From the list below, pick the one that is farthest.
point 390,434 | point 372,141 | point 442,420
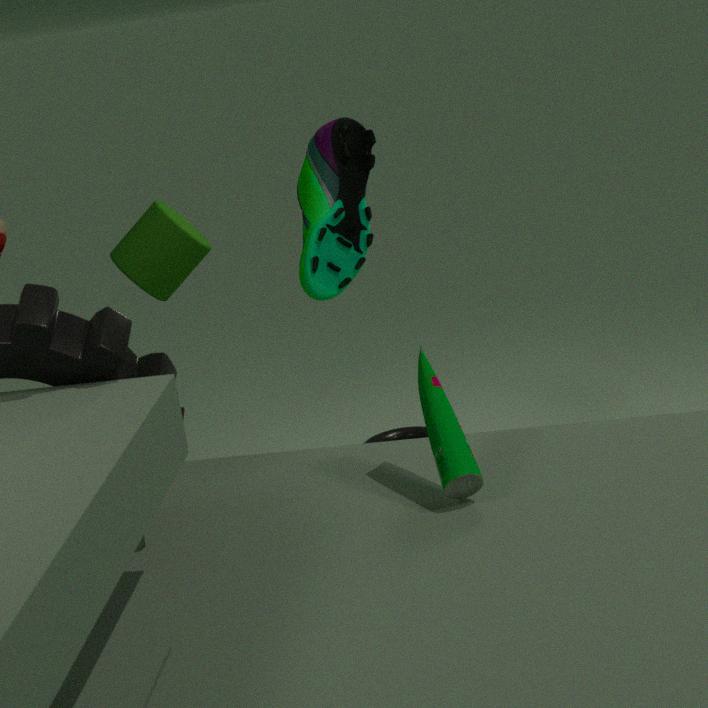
point 390,434
